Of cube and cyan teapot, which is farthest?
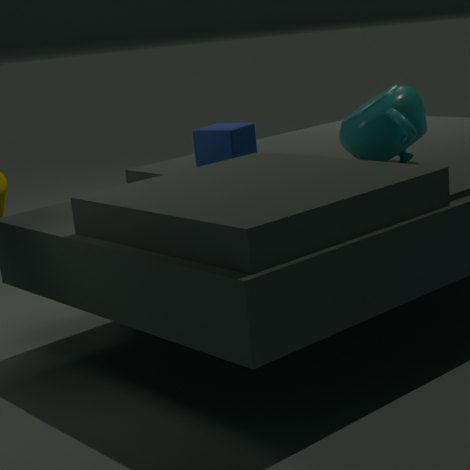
cube
